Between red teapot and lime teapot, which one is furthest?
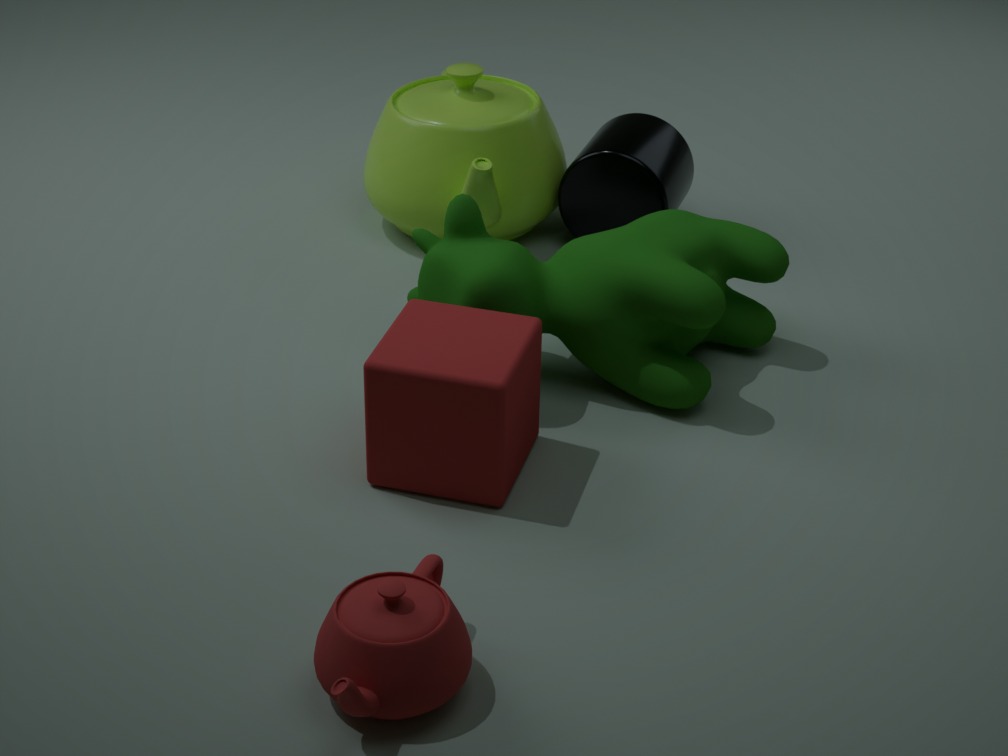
lime teapot
